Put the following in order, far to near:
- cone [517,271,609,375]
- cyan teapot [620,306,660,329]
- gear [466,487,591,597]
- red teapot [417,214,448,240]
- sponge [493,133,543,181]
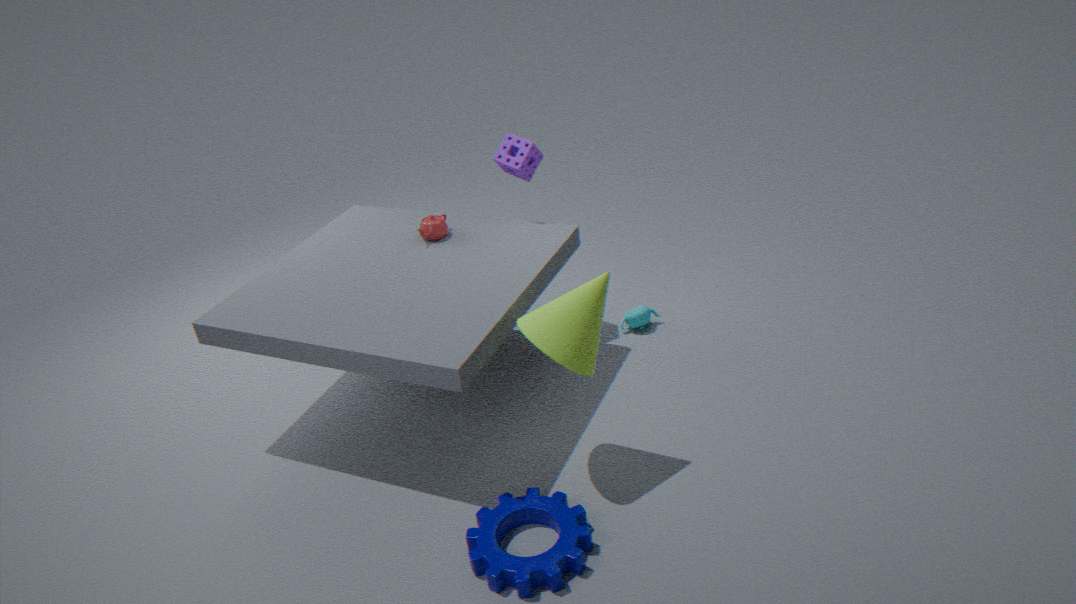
cyan teapot [620,306,660,329]
sponge [493,133,543,181]
red teapot [417,214,448,240]
cone [517,271,609,375]
gear [466,487,591,597]
